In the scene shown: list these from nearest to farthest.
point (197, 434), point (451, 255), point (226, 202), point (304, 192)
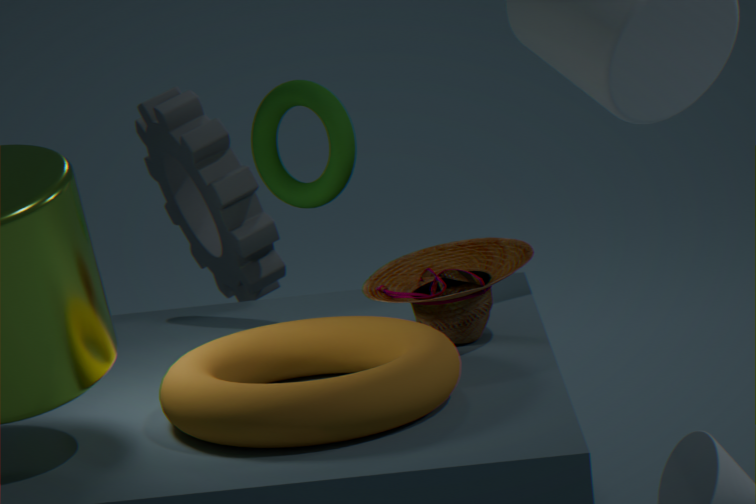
point (197, 434)
point (451, 255)
point (304, 192)
point (226, 202)
